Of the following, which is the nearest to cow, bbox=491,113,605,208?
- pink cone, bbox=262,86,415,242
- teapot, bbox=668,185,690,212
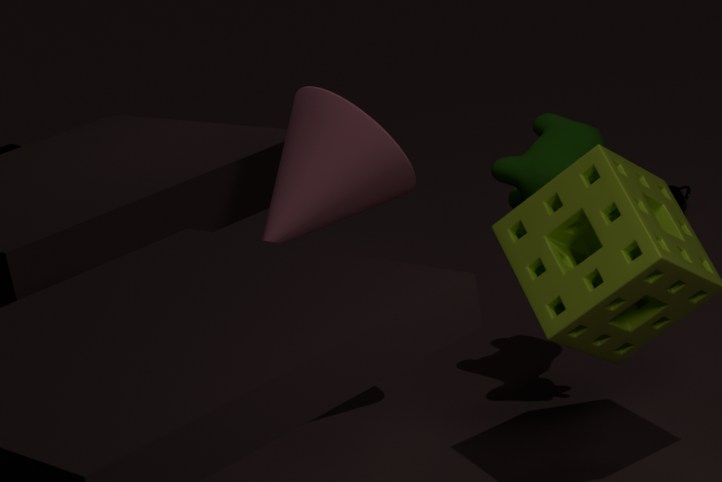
pink cone, bbox=262,86,415,242
